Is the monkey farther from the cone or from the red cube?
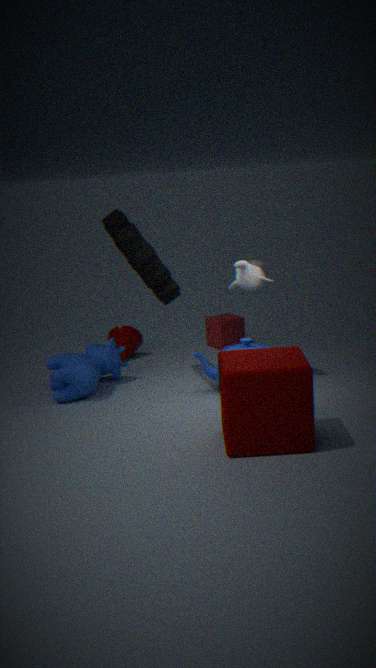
the cone
